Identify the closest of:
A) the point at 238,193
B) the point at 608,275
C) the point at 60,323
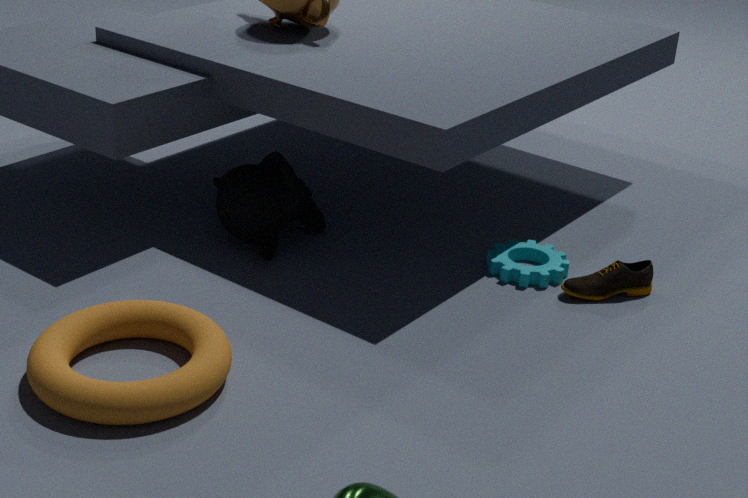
the point at 60,323
